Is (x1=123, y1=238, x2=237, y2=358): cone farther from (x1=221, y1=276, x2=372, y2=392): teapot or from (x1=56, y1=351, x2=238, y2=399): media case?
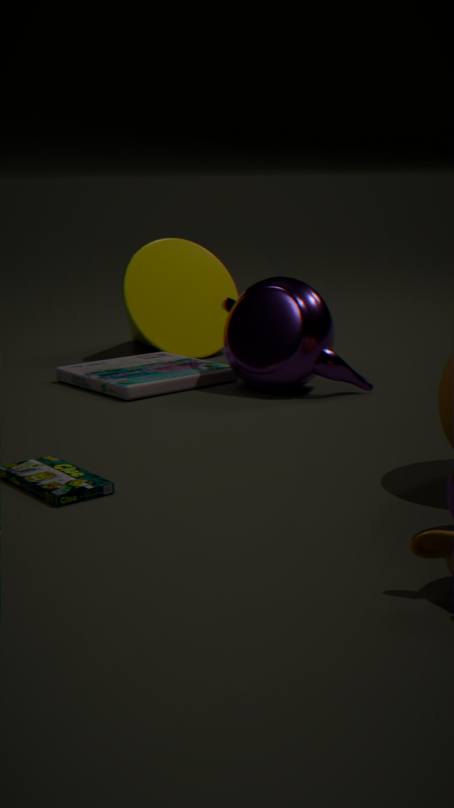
(x1=221, y1=276, x2=372, y2=392): teapot
